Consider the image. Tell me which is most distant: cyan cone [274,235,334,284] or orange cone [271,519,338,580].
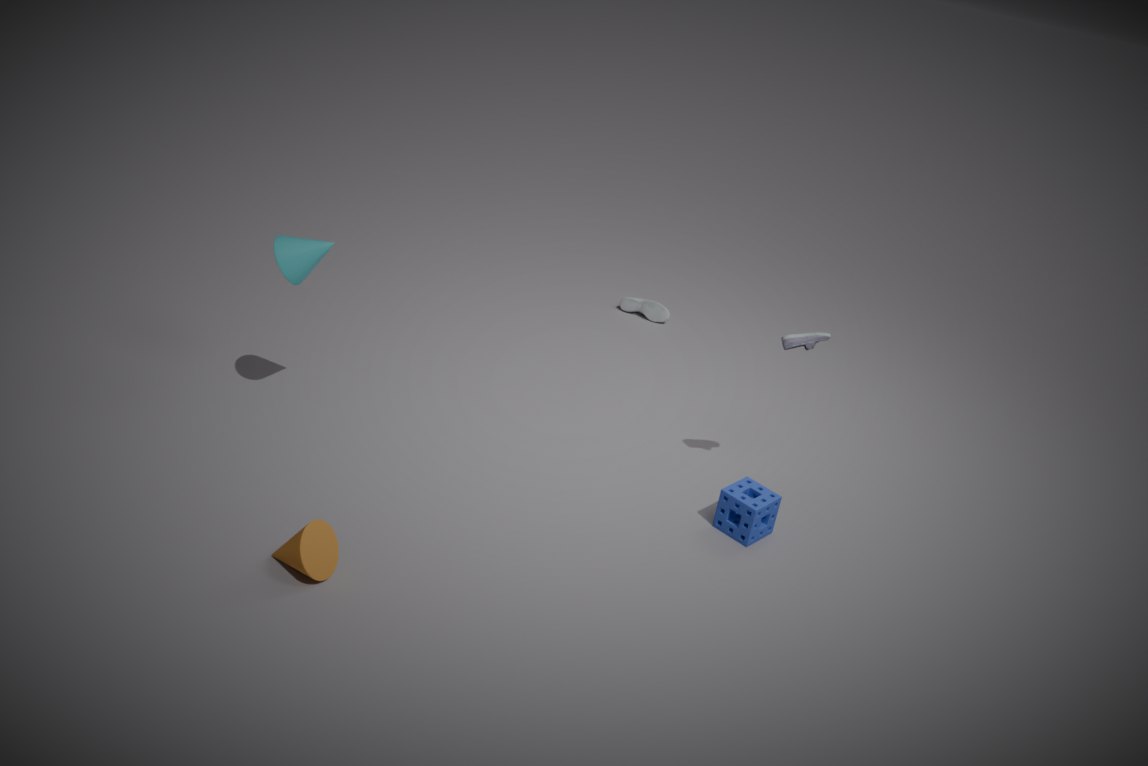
cyan cone [274,235,334,284]
